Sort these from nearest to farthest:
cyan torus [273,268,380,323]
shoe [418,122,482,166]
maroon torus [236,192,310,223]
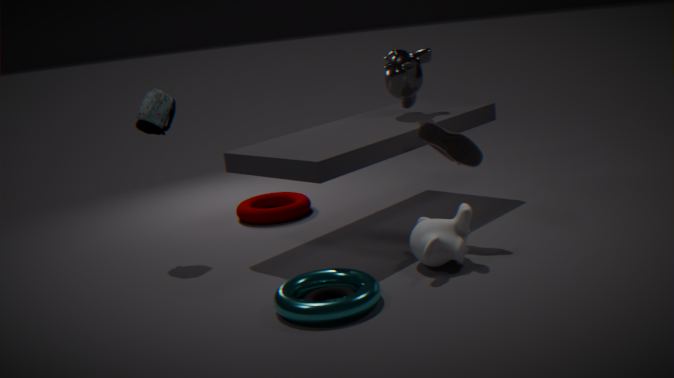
cyan torus [273,268,380,323], shoe [418,122,482,166], maroon torus [236,192,310,223]
